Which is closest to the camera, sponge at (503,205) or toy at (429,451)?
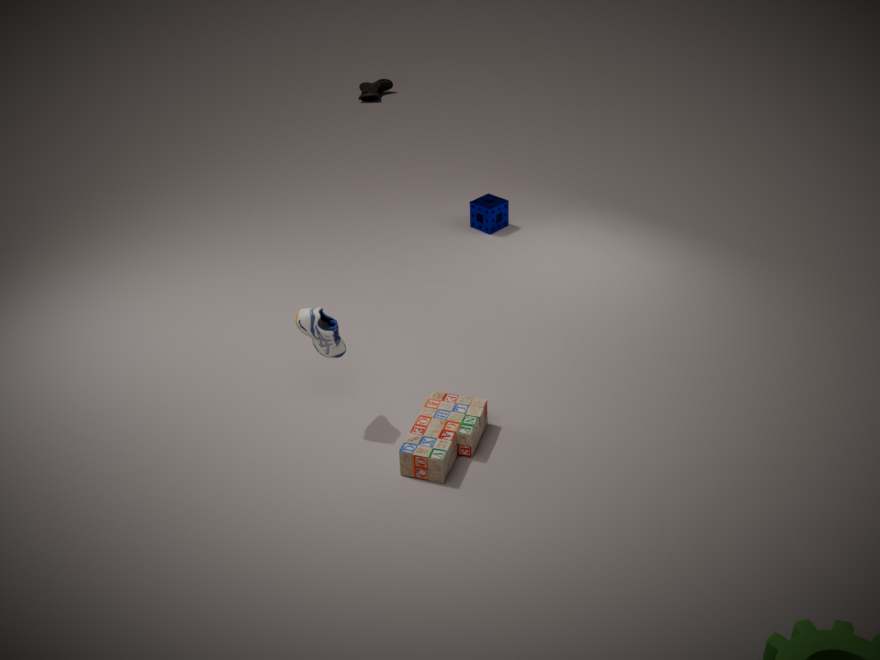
toy at (429,451)
